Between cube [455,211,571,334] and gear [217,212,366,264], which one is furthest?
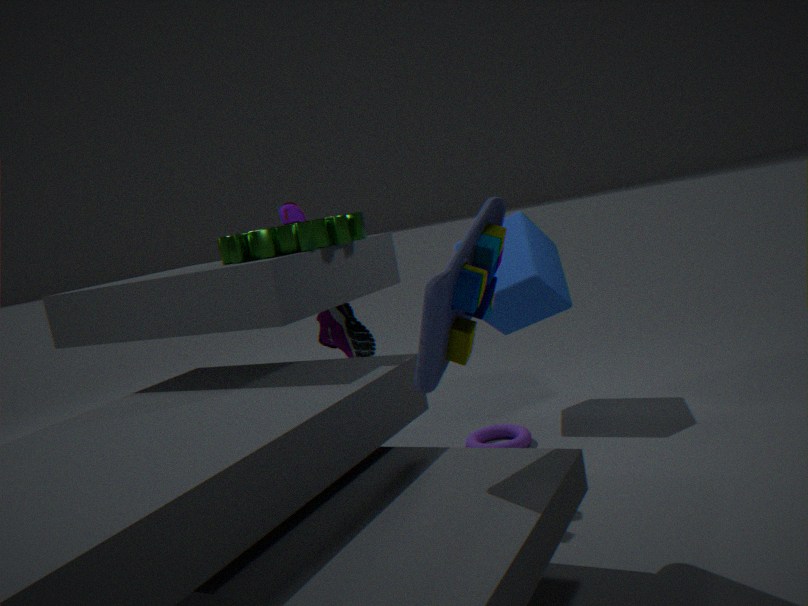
cube [455,211,571,334]
